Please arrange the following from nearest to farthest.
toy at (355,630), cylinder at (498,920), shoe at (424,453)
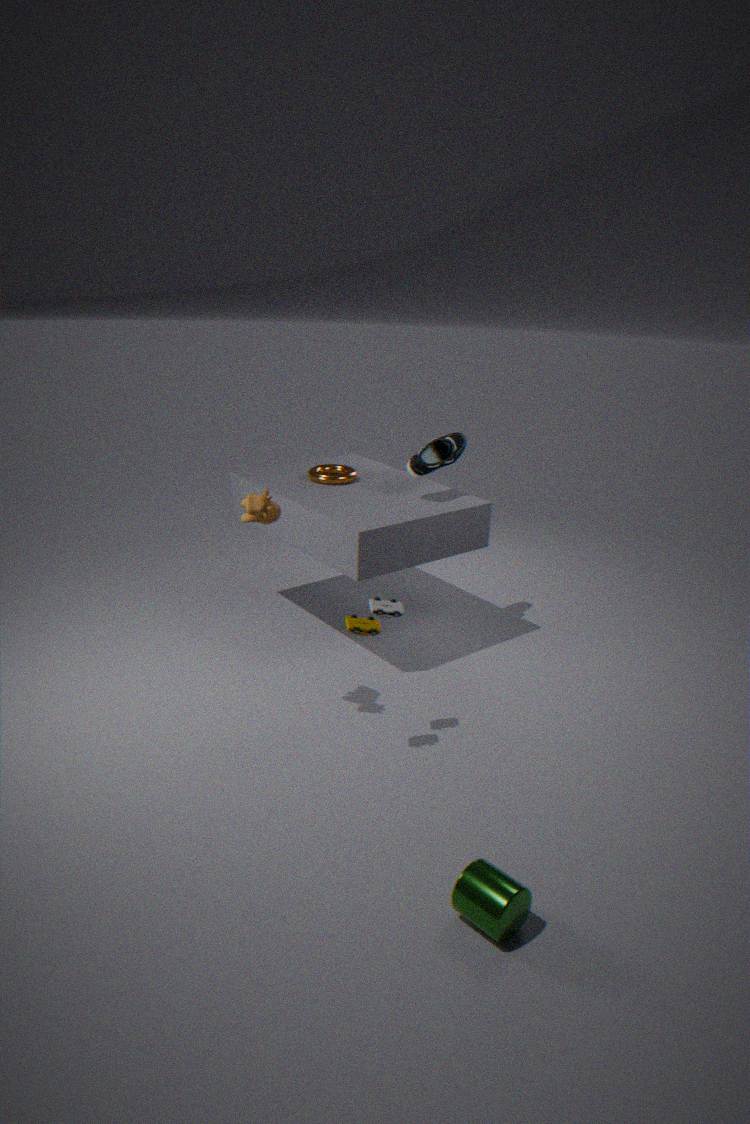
1. cylinder at (498,920)
2. toy at (355,630)
3. shoe at (424,453)
